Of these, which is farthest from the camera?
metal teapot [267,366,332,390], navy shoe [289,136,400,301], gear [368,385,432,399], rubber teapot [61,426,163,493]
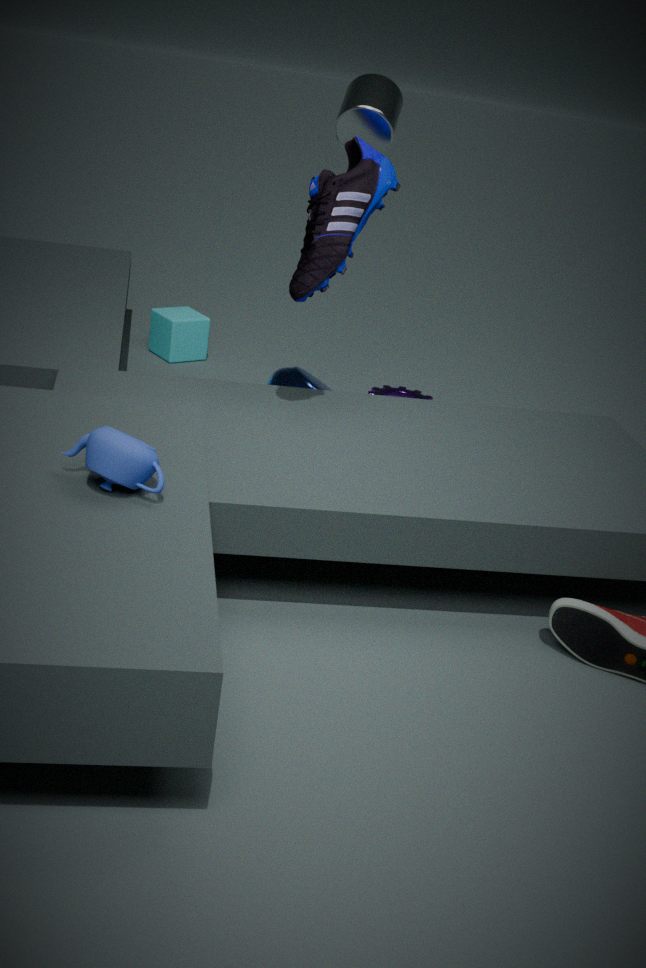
gear [368,385,432,399]
